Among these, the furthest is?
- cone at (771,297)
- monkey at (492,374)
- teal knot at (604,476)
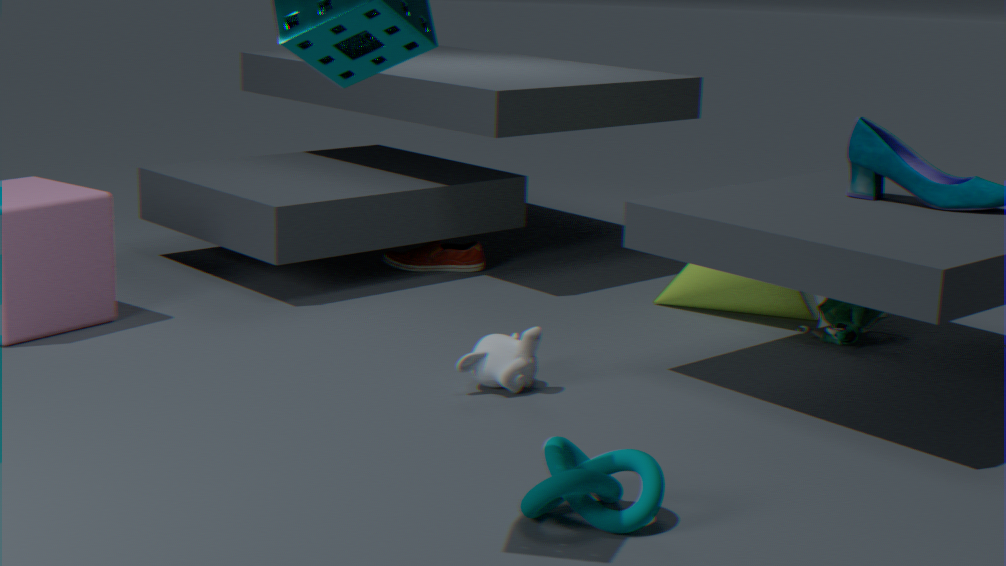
cone at (771,297)
